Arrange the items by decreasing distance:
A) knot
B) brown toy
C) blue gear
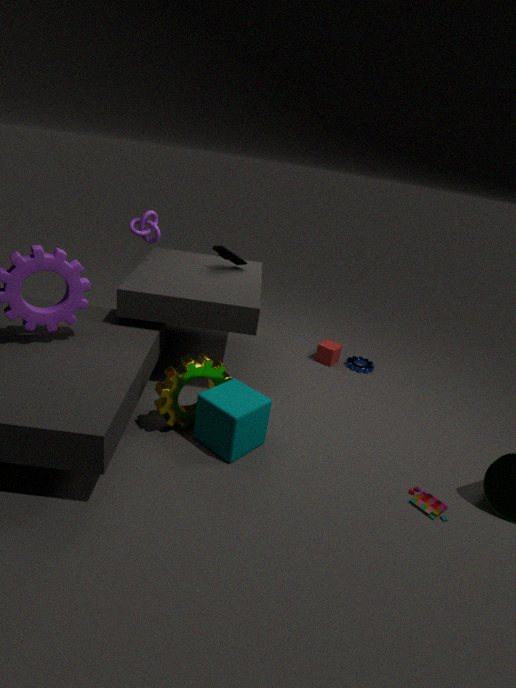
blue gear < knot < brown toy
